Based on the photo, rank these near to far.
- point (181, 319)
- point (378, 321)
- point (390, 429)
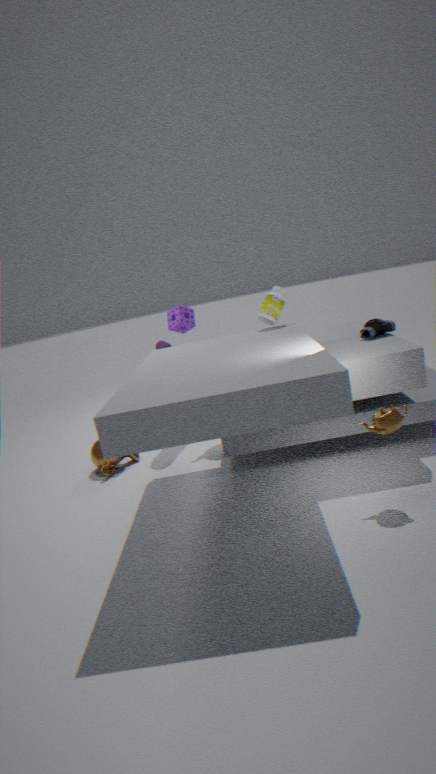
point (390, 429) → point (378, 321) → point (181, 319)
